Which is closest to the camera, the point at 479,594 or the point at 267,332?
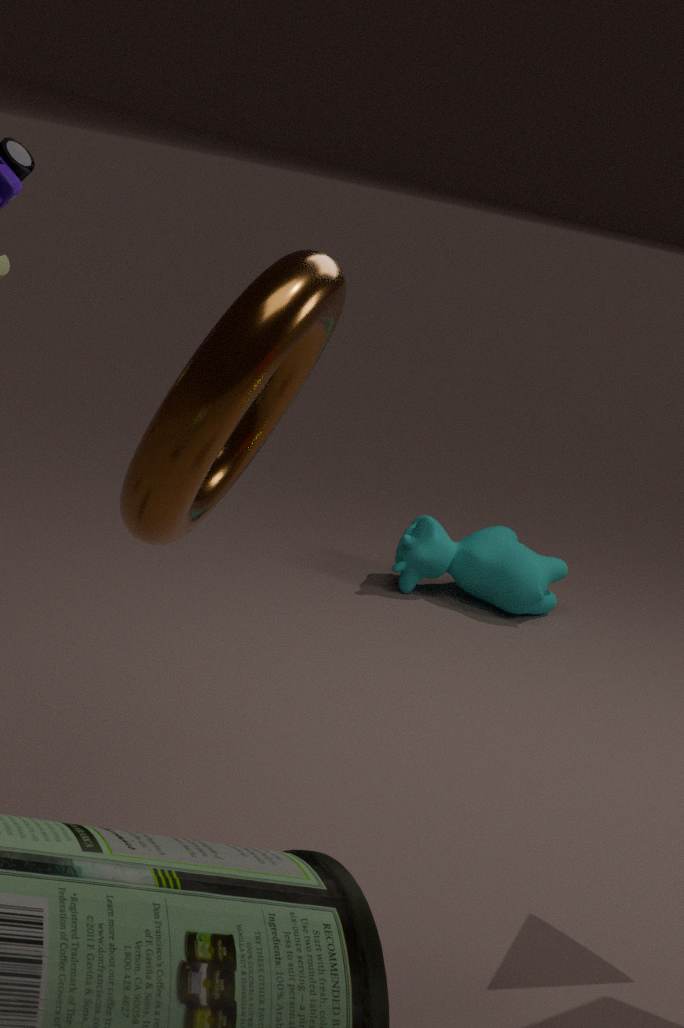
the point at 267,332
